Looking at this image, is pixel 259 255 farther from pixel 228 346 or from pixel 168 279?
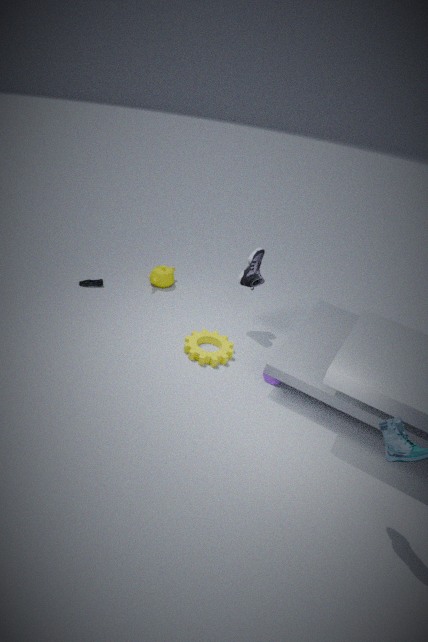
pixel 168 279
